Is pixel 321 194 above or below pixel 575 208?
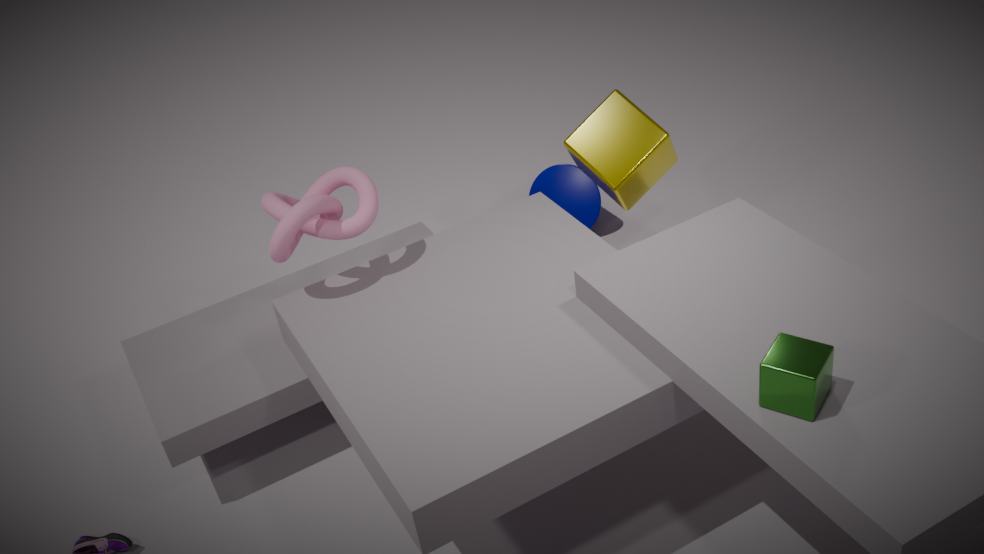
above
